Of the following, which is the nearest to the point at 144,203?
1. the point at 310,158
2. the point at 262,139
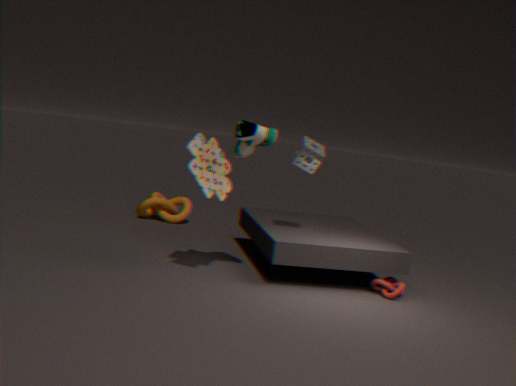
the point at 310,158
